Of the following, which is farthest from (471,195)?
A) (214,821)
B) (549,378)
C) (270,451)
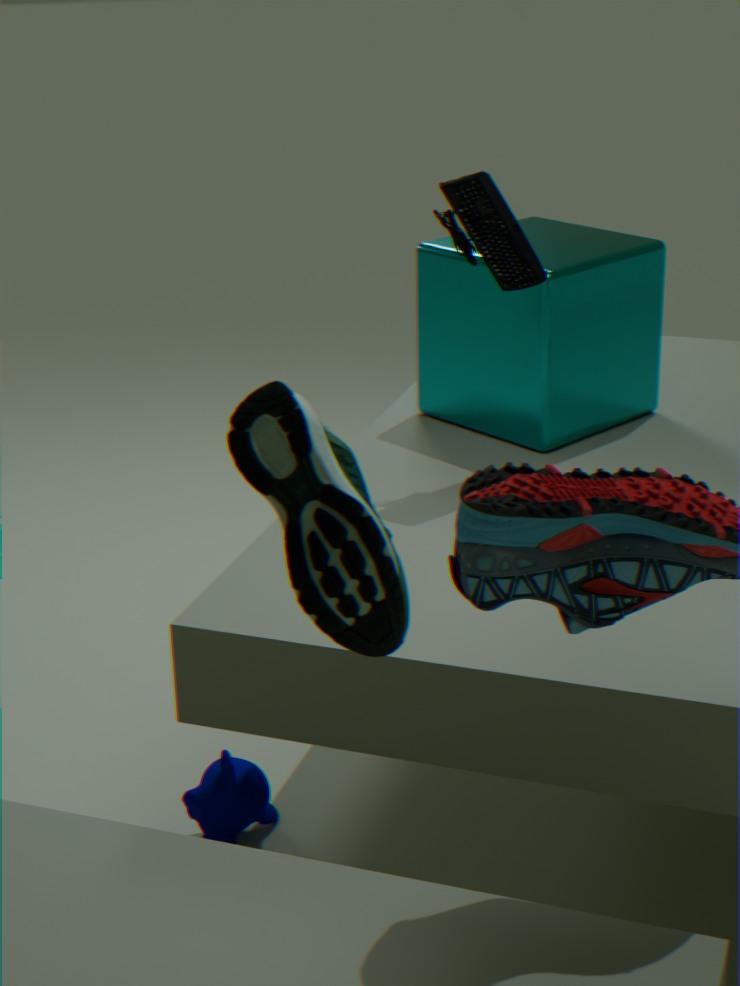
(270,451)
